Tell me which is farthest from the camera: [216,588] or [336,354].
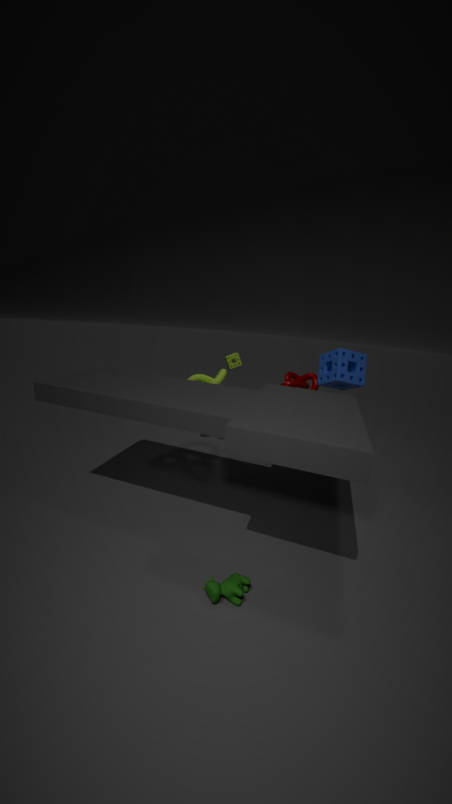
[336,354]
